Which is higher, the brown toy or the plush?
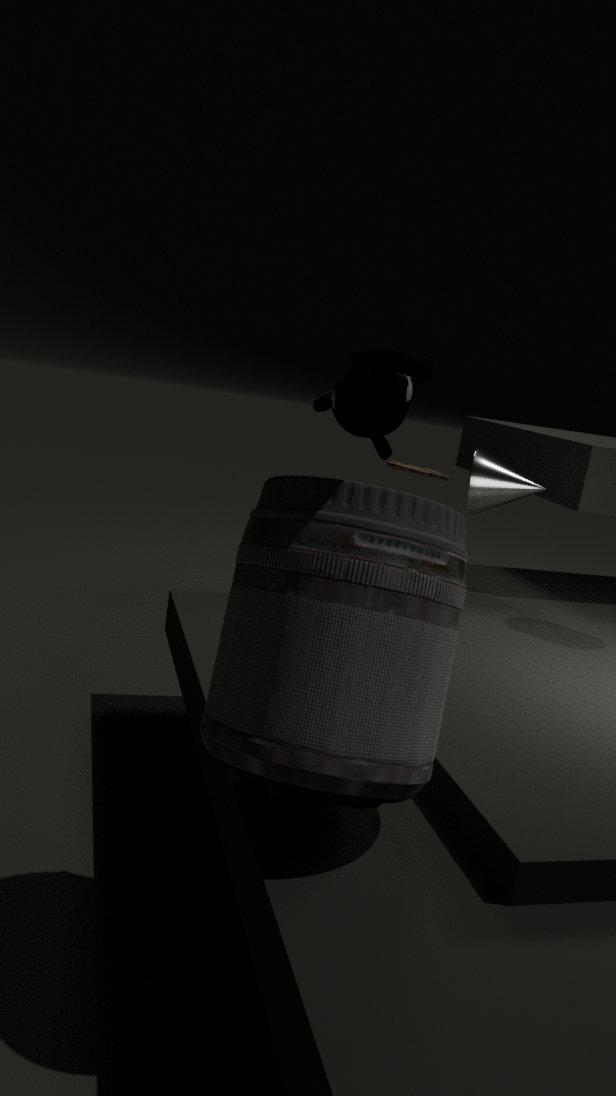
the plush
